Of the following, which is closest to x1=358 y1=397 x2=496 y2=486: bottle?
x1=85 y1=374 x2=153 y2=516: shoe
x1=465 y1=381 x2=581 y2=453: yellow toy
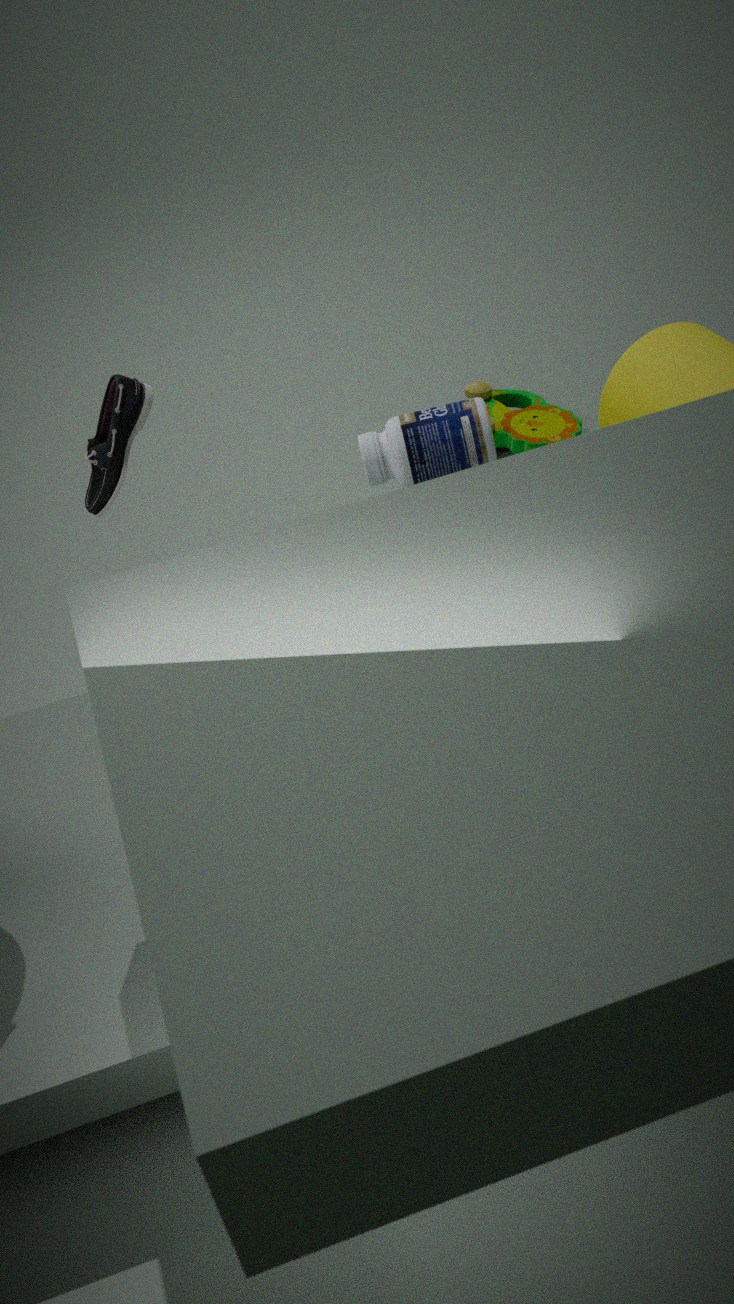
x1=85 y1=374 x2=153 y2=516: shoe
